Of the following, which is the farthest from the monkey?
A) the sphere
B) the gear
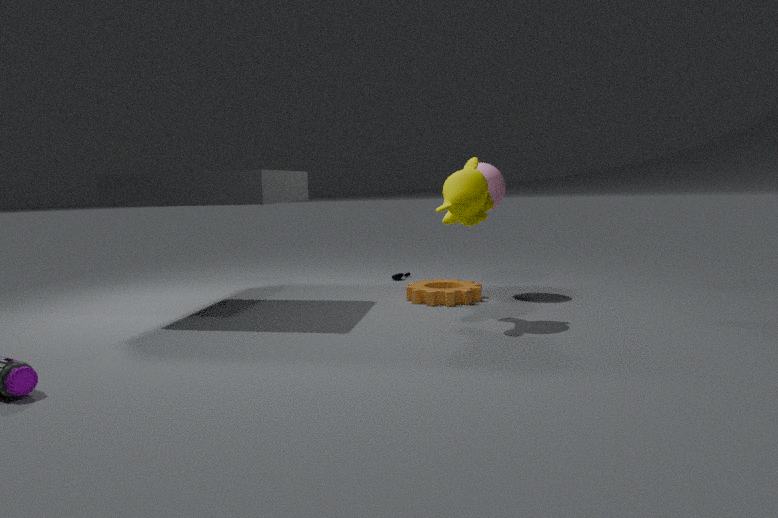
the gear
